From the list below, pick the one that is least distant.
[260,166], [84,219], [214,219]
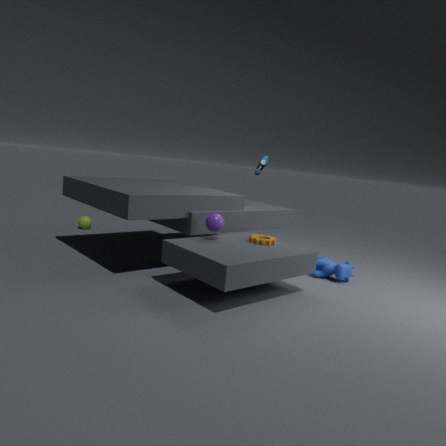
[214,219]
